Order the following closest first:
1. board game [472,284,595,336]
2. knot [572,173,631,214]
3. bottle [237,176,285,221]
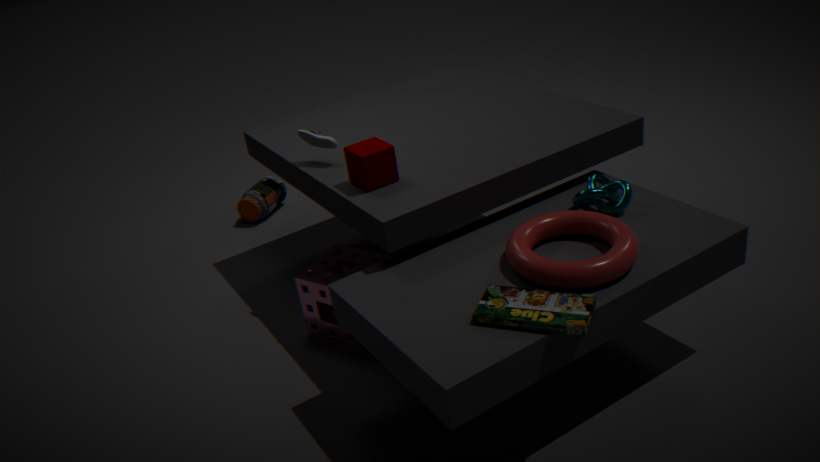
board game [472,284,595,336] → knot [572,173,631,214] → bottle [237,176,285,221]
